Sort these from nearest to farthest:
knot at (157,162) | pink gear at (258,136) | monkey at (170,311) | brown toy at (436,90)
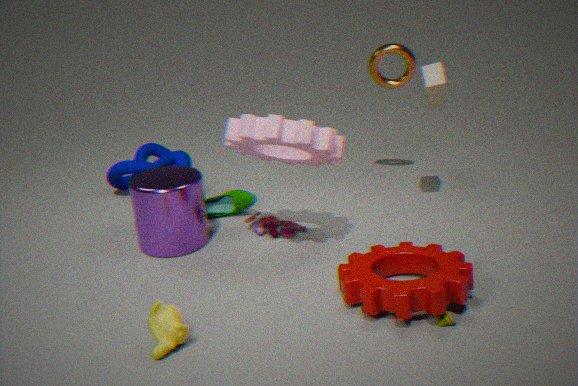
monkey at (170,311) < pink gear at (258,136) < brown toy at (436,90) < knot at (157,162)
